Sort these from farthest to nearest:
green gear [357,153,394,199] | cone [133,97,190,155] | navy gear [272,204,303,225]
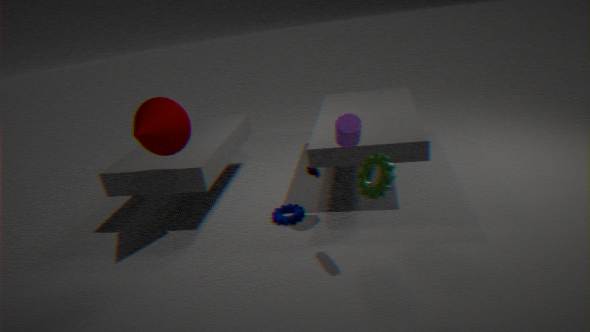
navy gear [272,204,303,225] < cone [133,97,190,155] < green gear [357,153,394,199]
